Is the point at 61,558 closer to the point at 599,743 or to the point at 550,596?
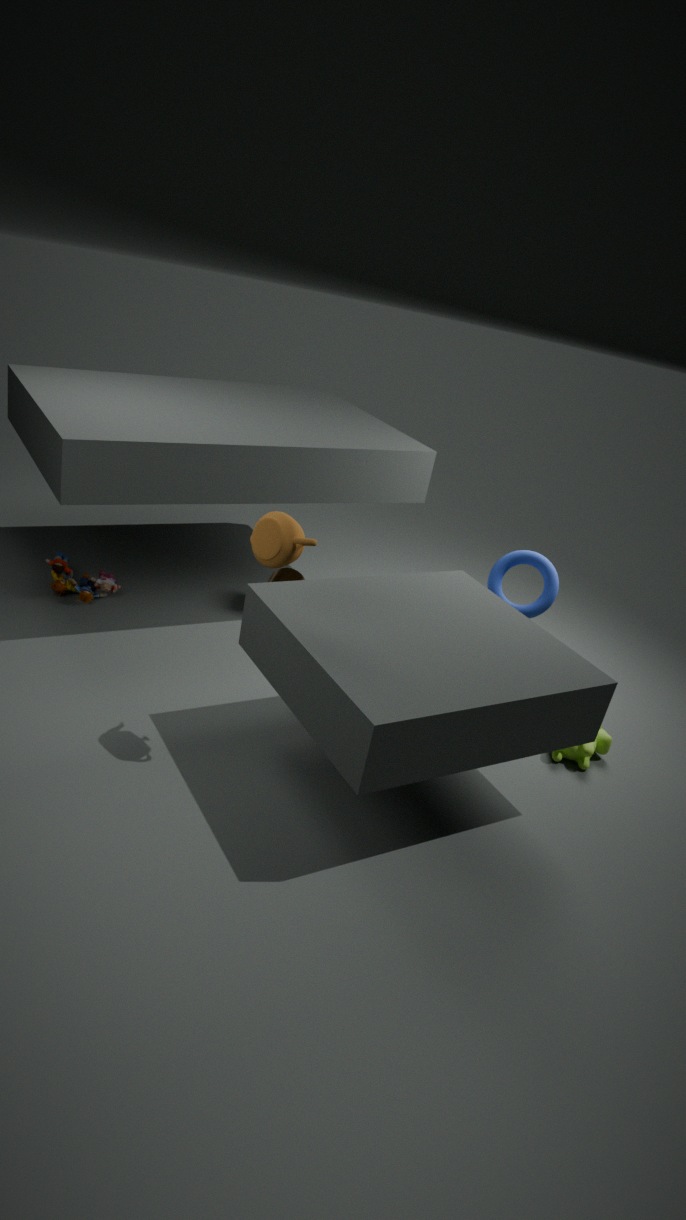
the point at 550,596
